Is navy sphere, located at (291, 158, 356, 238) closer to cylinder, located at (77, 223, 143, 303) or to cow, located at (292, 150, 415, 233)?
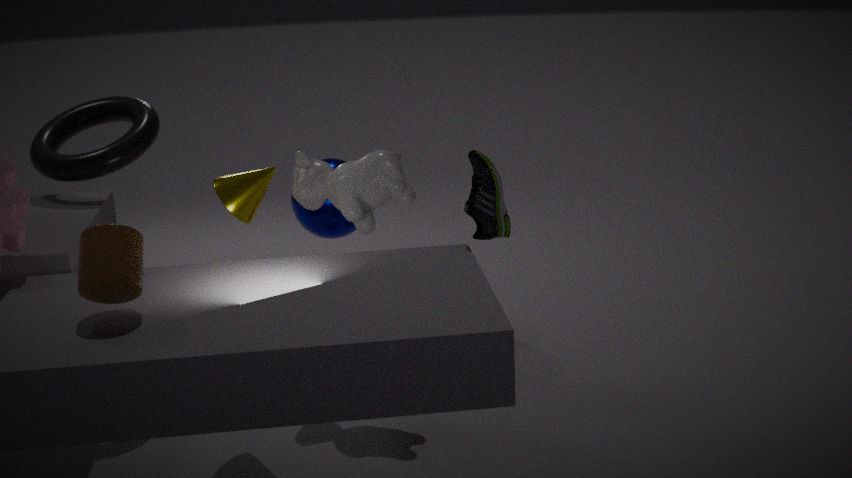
cow, located at (292, 150, 415, 233)
